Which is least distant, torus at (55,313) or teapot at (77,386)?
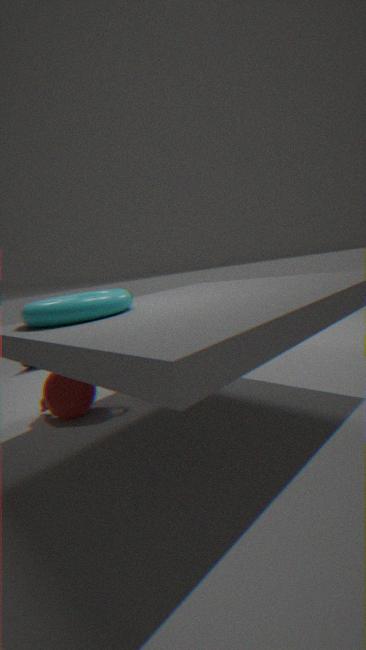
torus at (55,313)
